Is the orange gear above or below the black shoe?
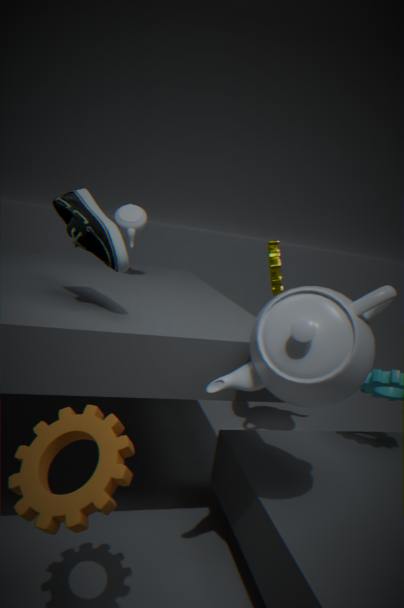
below
